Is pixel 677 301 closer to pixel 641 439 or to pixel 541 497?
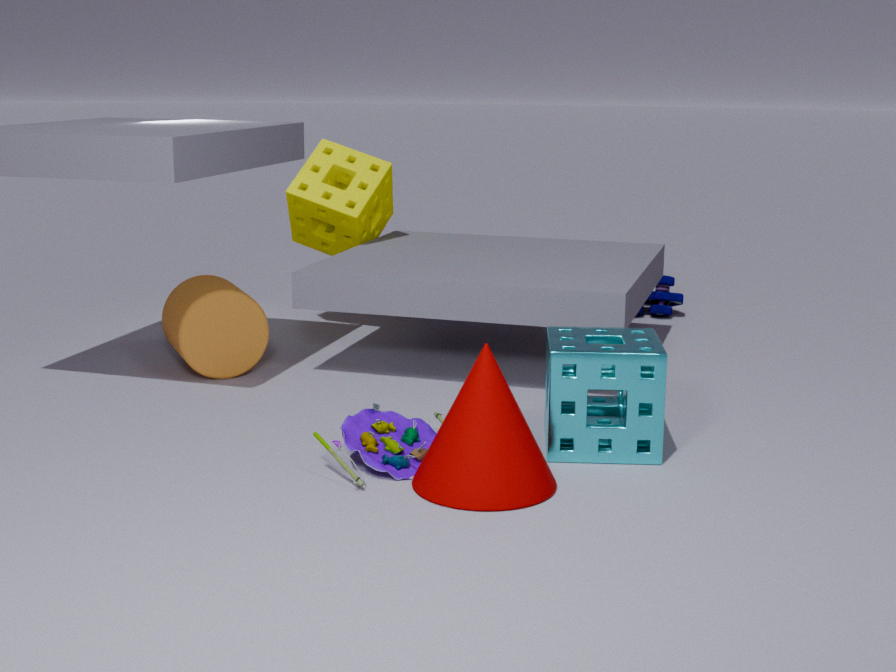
pixel 641 439
